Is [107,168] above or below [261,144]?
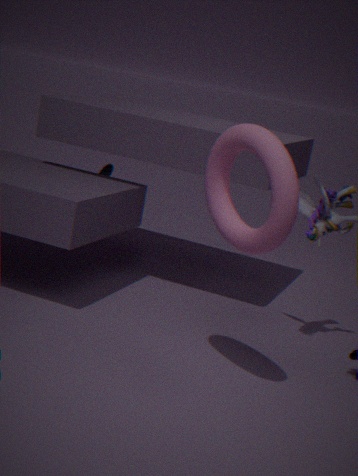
below
